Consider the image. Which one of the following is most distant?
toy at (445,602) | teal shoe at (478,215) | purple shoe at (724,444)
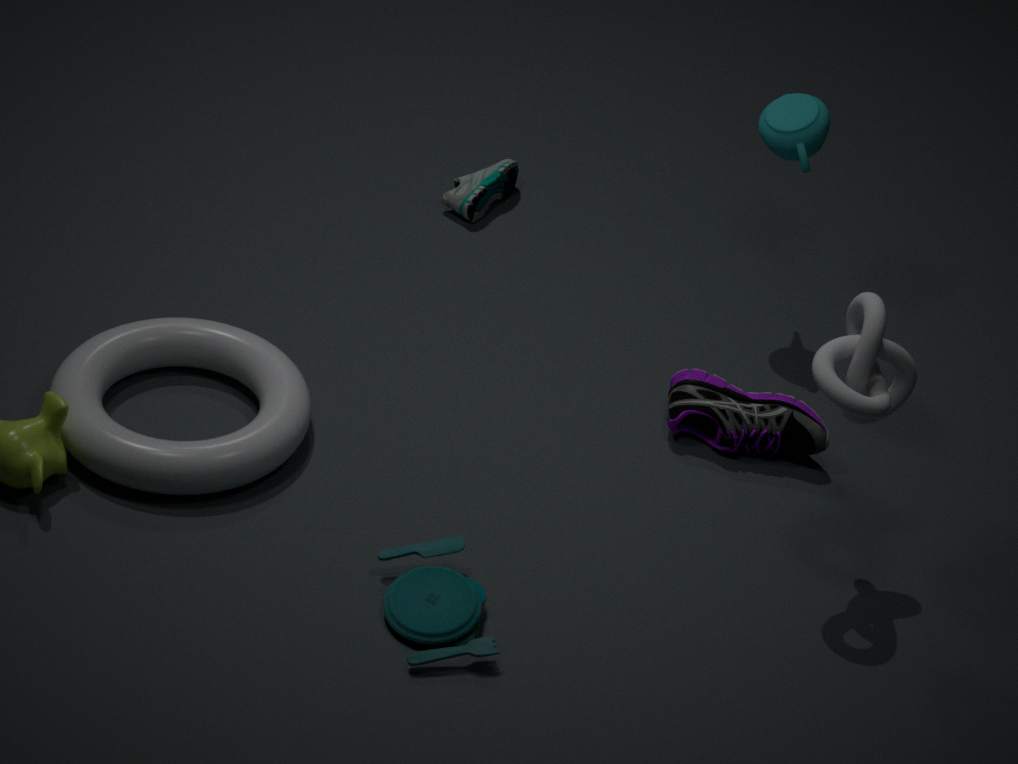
teal shoe at (478,215)
